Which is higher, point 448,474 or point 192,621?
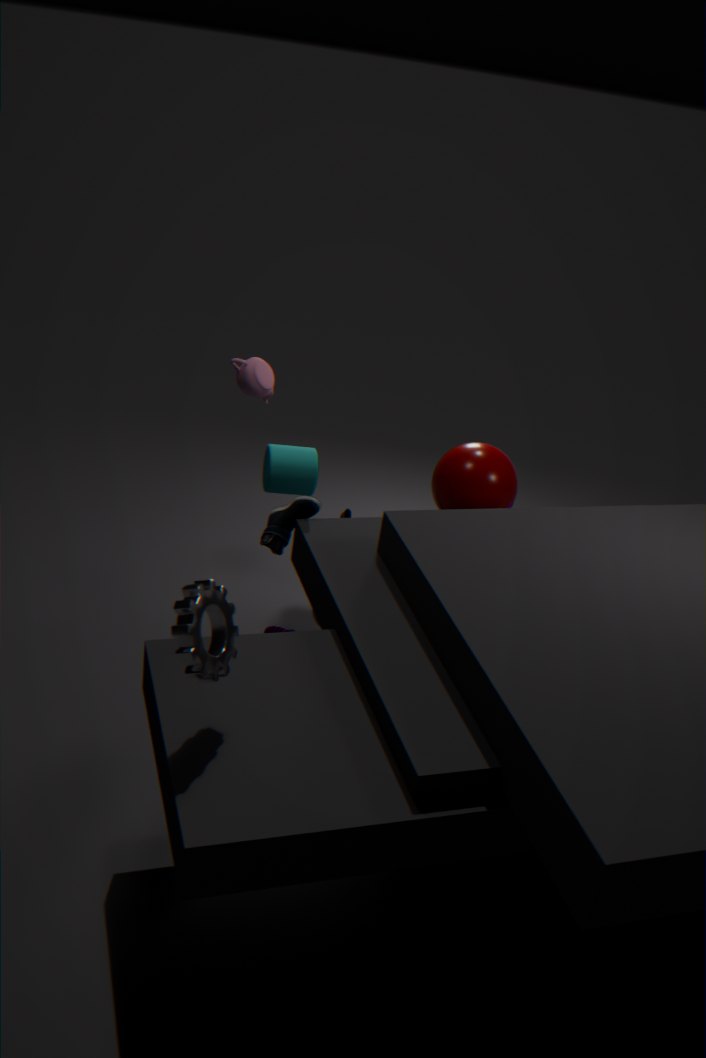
point 192,621
